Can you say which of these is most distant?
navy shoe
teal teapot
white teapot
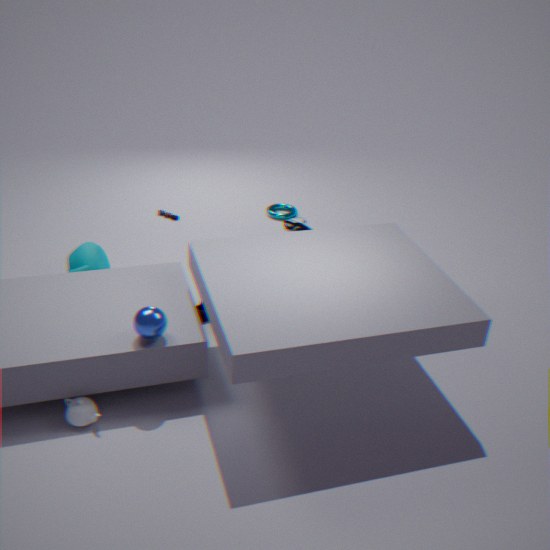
navy shoe
